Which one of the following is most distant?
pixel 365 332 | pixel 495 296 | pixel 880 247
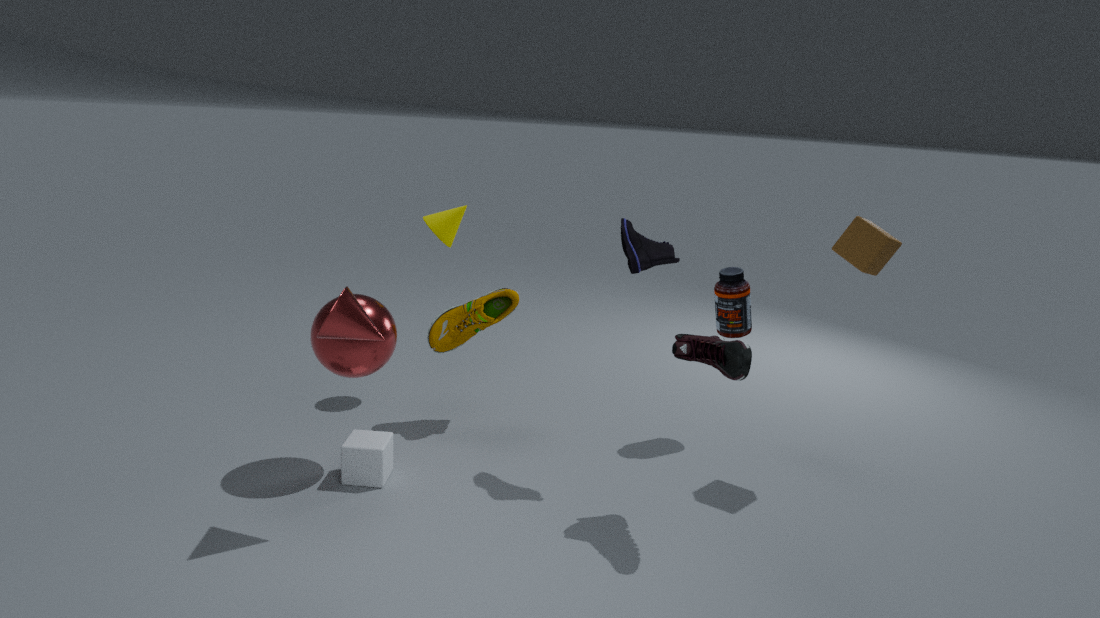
pixel 495 296
